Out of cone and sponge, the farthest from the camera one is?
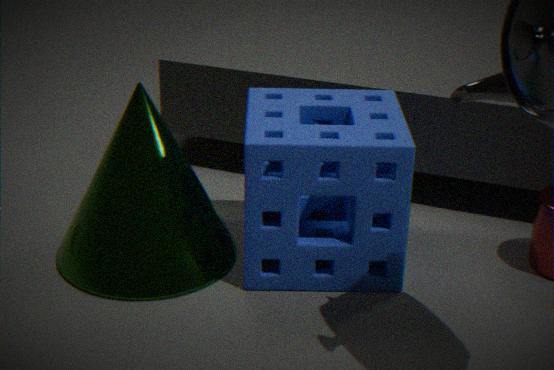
cone
